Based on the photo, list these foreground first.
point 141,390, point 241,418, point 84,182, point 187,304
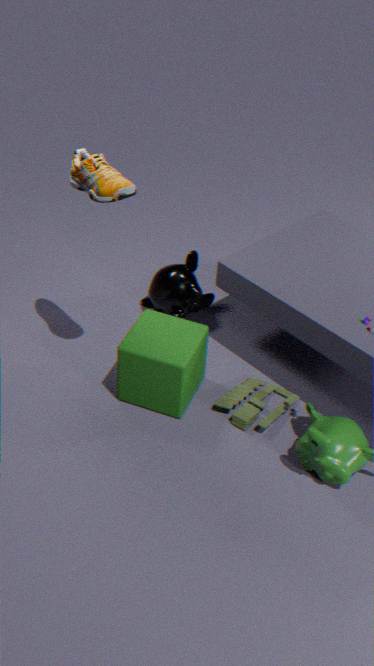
point 84,182 < point 241,418 < point 141,390 < point 187,304
